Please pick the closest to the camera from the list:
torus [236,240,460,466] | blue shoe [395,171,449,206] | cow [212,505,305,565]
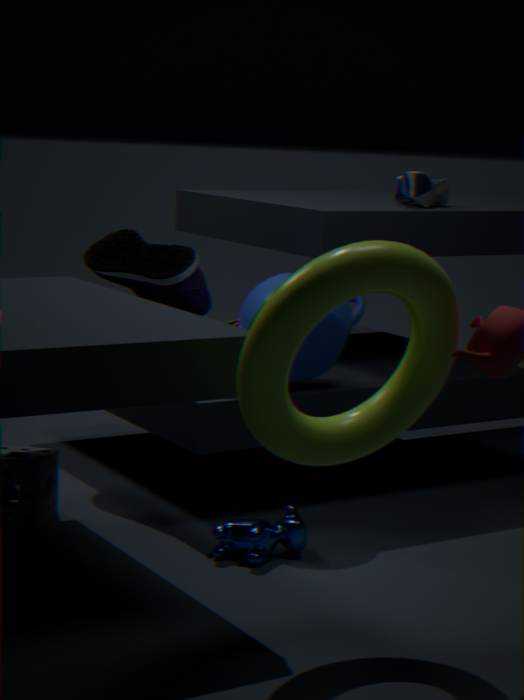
torus [236,240,460,466]
